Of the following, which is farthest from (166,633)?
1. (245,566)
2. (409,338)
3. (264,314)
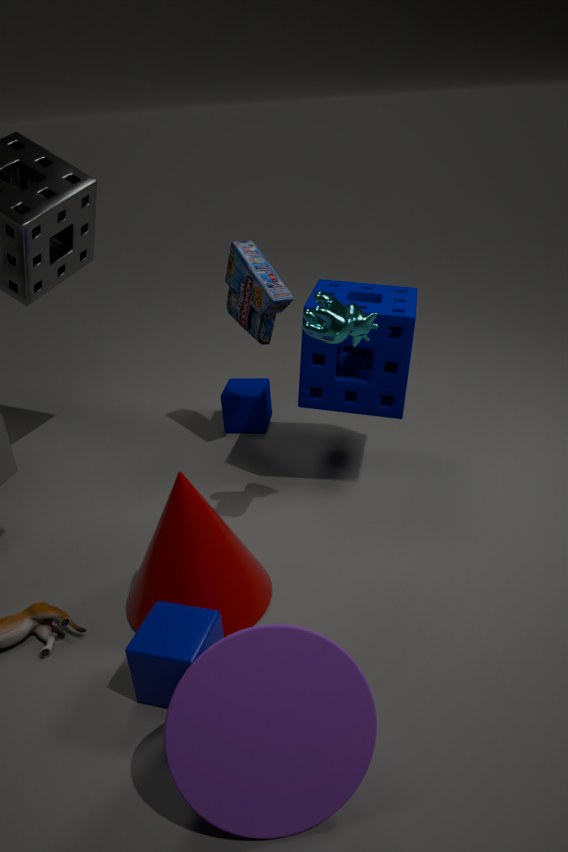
(264,314)
